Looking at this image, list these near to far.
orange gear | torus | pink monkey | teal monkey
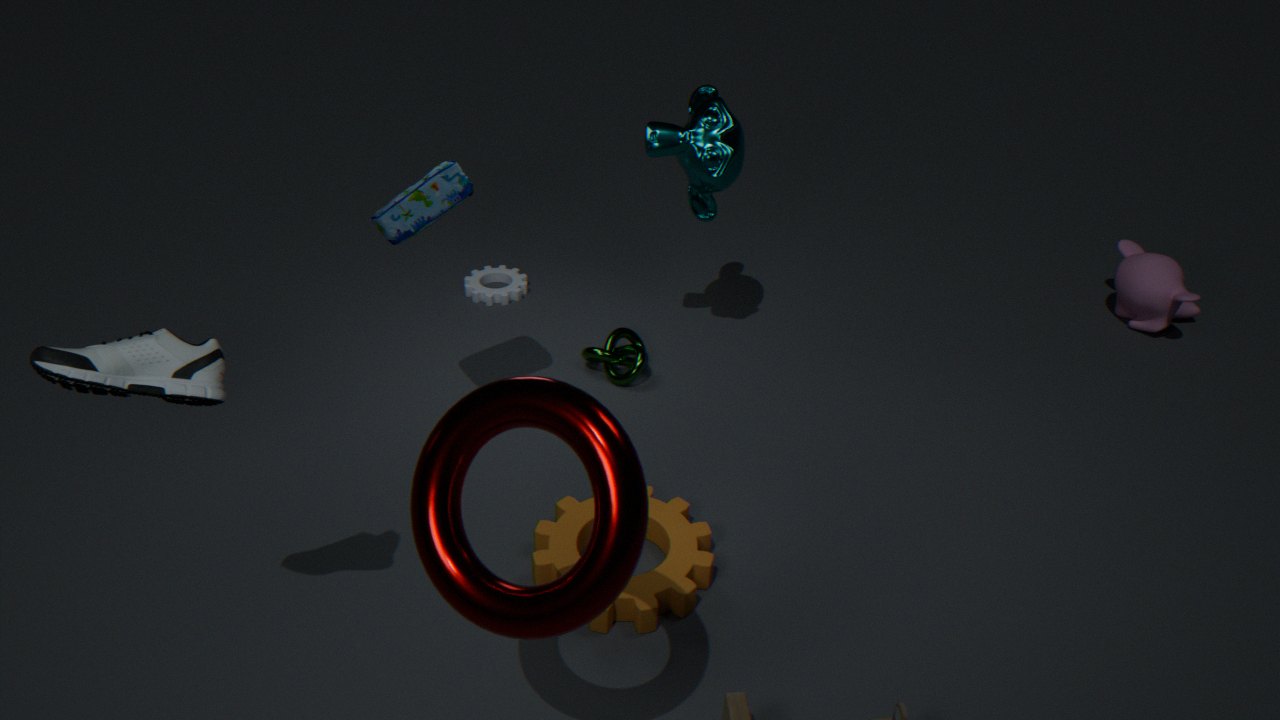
torus → orange gear → teal monkey → pink monkey
